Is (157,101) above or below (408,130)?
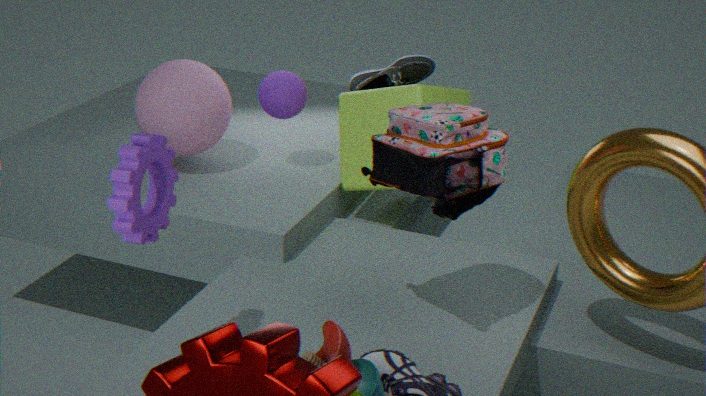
below
